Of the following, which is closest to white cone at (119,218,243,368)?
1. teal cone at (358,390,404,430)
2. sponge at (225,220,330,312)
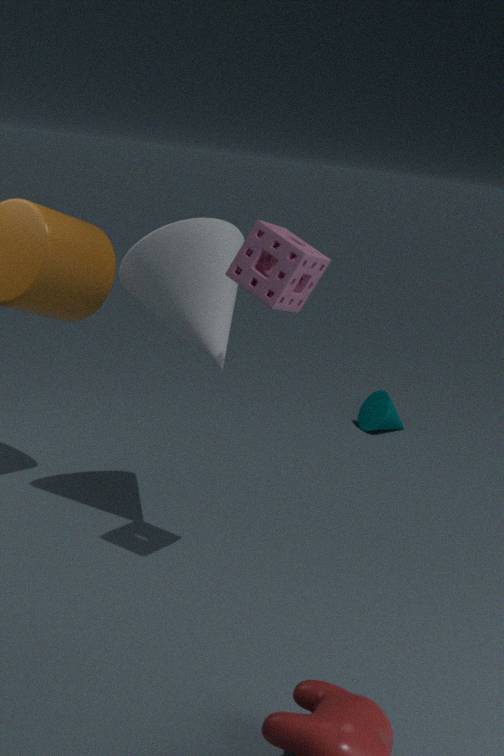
sponge at (225,220,330,312)
